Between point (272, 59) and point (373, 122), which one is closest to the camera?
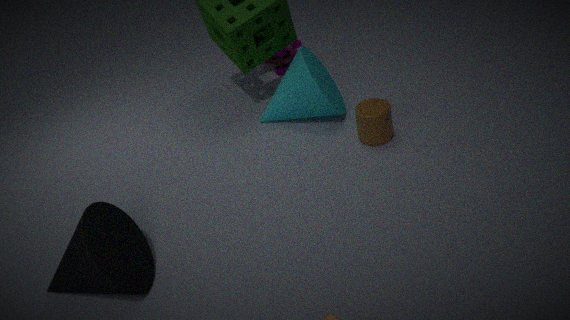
point (373, 122)
